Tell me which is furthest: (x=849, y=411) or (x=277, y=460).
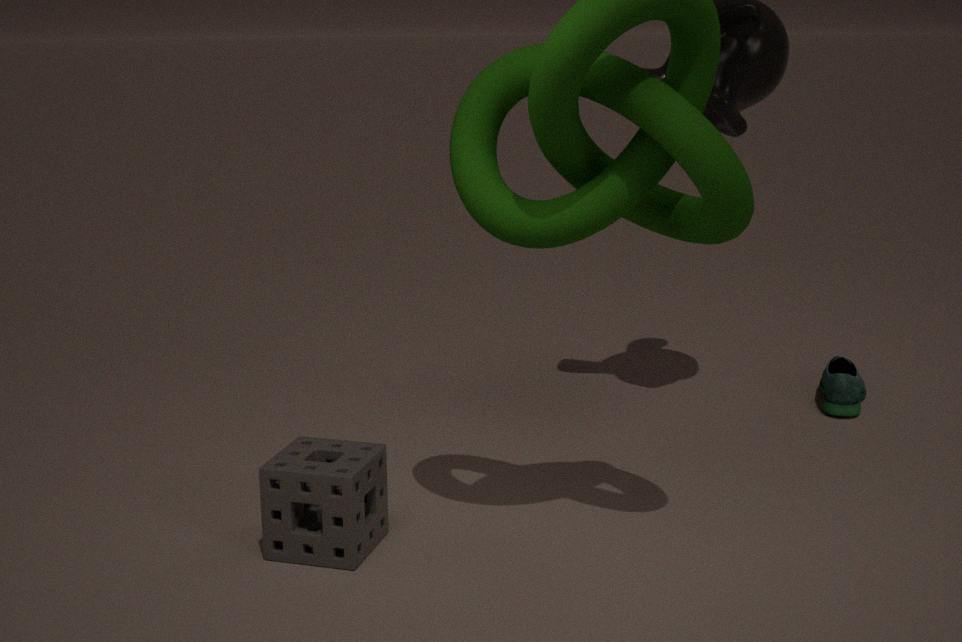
(x=849, y=411)
